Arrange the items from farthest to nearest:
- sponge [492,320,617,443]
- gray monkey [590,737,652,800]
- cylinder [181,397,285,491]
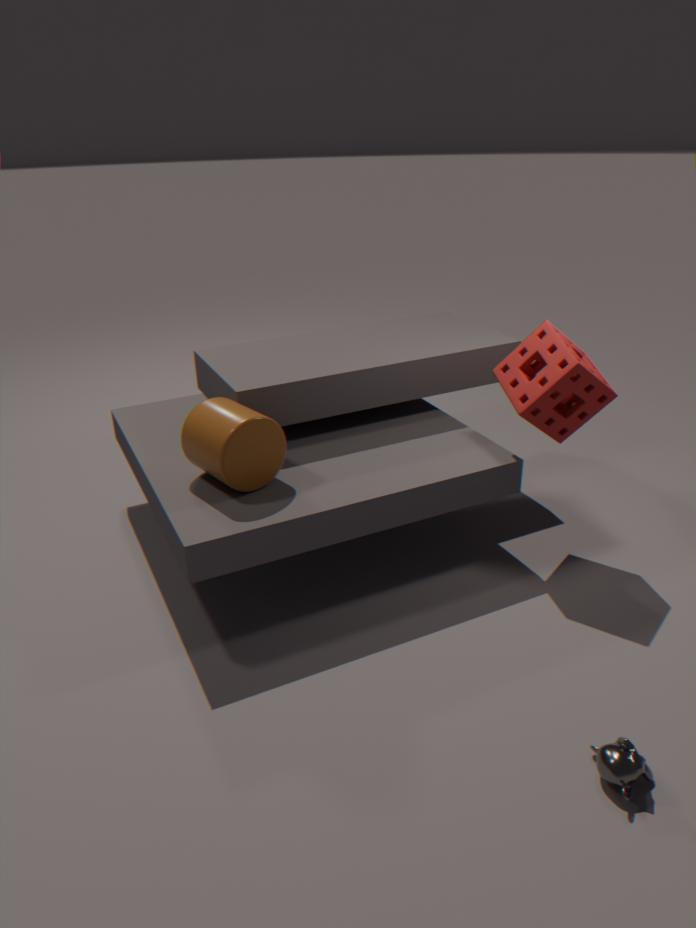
sponge [492,320,617,443] → cylinder [181,397,285,491] → gray monkey [590,737,652,800]
